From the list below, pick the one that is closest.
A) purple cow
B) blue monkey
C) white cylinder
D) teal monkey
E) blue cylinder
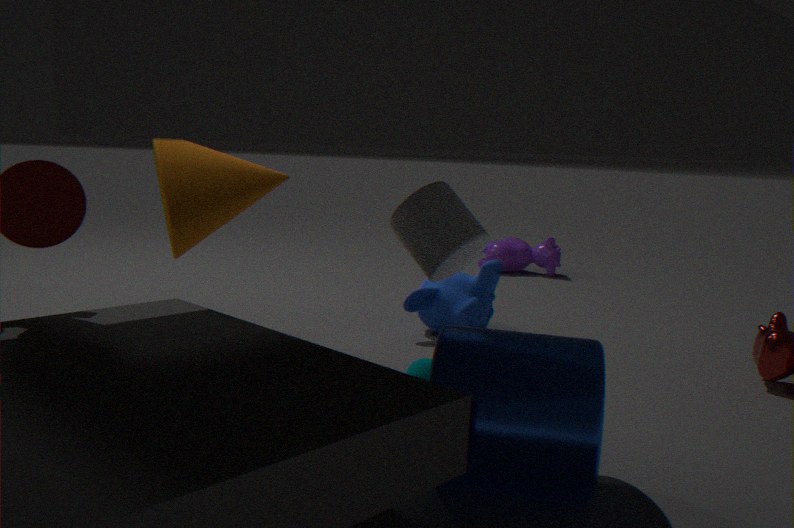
blue cylinder
